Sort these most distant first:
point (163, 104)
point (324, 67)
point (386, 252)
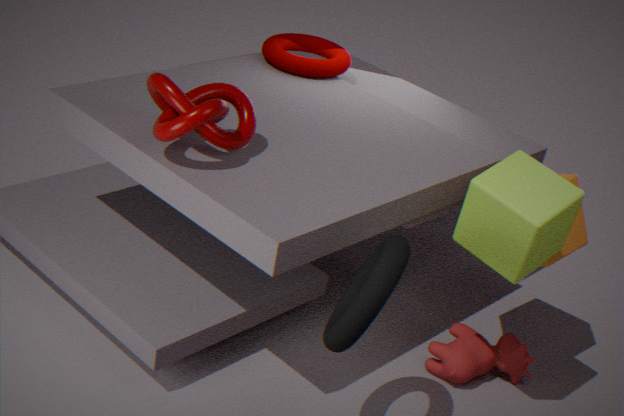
point (324, 67) → point (163, 104) → point (386, 252)
